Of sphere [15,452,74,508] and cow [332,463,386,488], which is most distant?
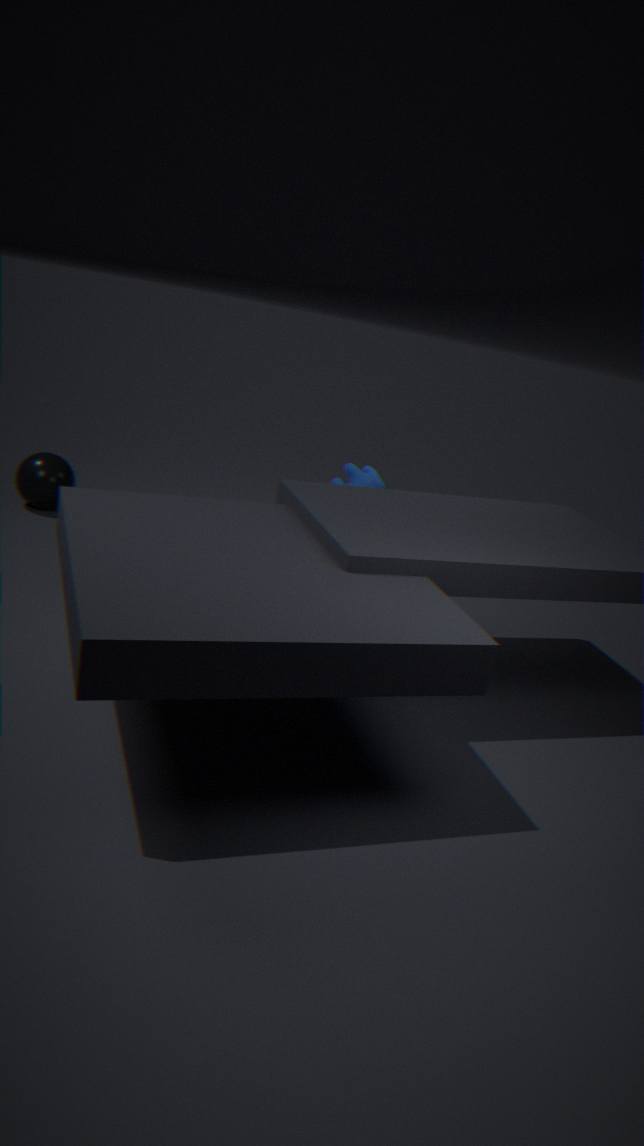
sphere [15,452,74,508]
